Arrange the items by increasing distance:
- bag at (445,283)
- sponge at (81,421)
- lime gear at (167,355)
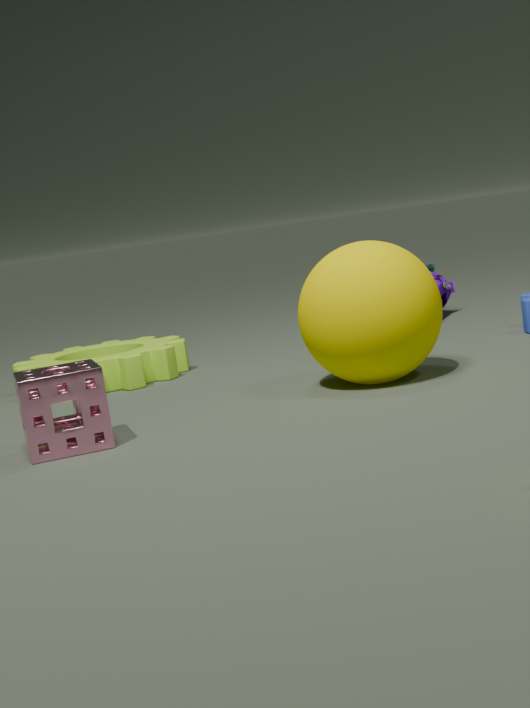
sponge at (81,421), lime gear at (167,355), bag at (445,283)
